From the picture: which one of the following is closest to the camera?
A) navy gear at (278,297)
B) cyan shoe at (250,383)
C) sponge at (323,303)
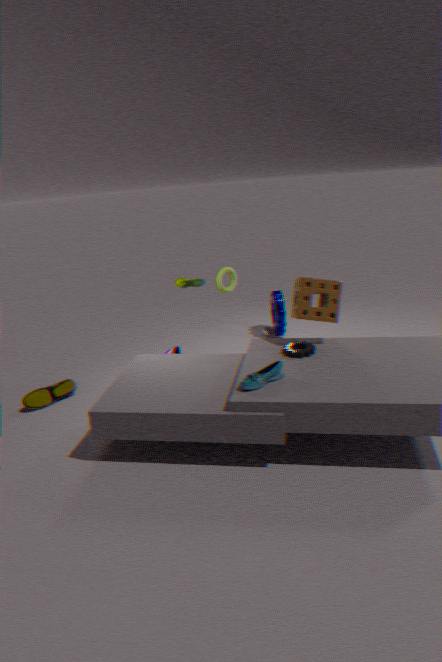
cyan shoe at (250,383)
